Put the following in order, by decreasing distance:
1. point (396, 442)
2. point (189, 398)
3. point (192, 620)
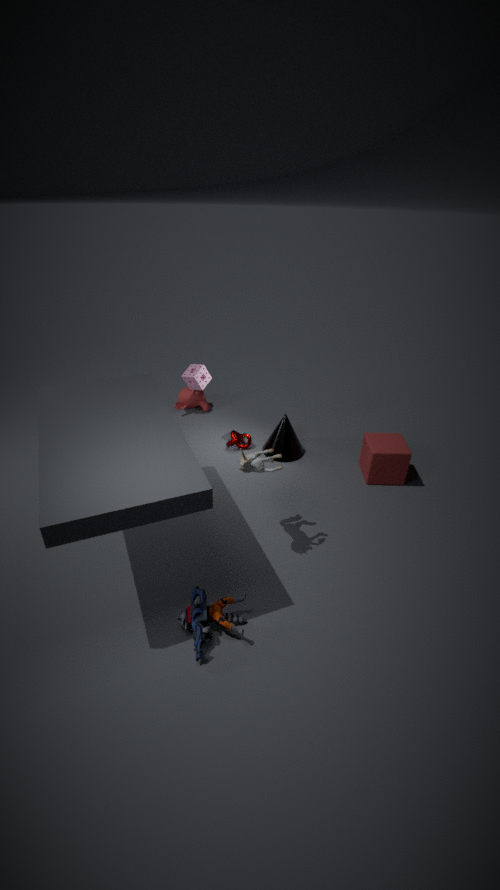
point (189, 398) → point (396, 442) → point (192, 620)
